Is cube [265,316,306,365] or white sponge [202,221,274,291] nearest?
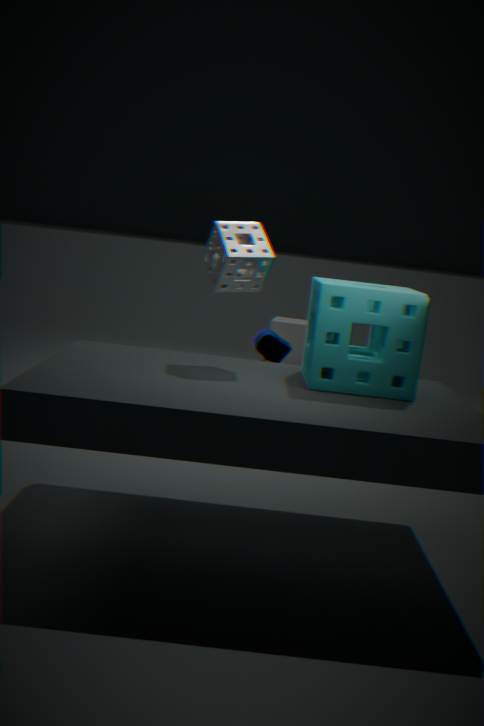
white sponge [202,221,274,291]
